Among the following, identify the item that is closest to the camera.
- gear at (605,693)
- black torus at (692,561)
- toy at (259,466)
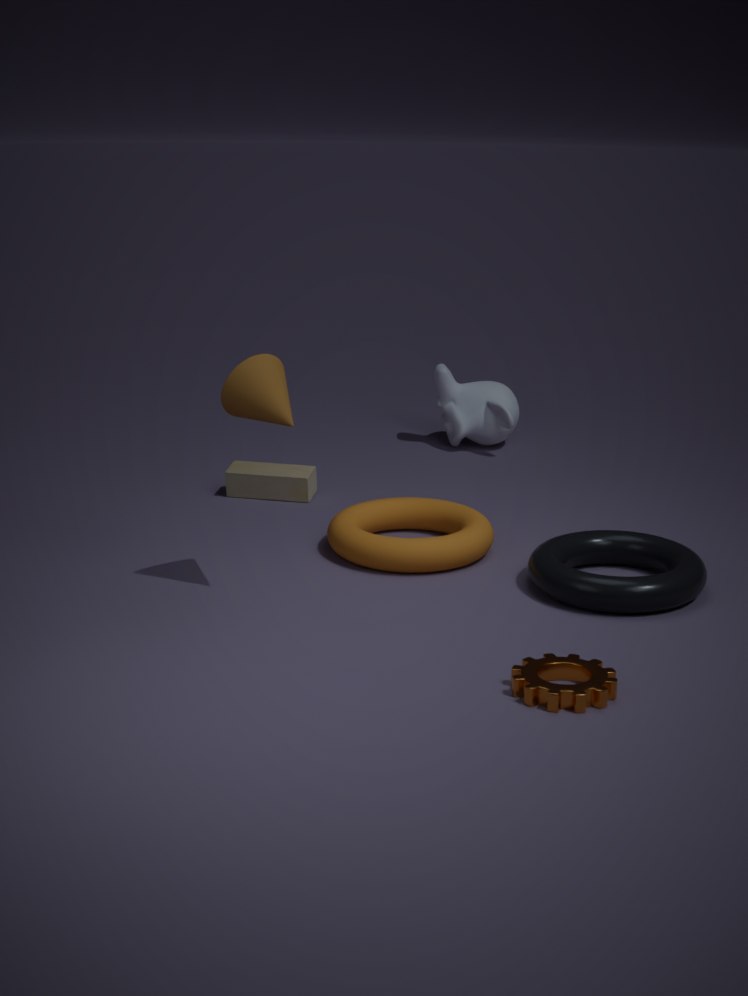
gear at (605,693)
